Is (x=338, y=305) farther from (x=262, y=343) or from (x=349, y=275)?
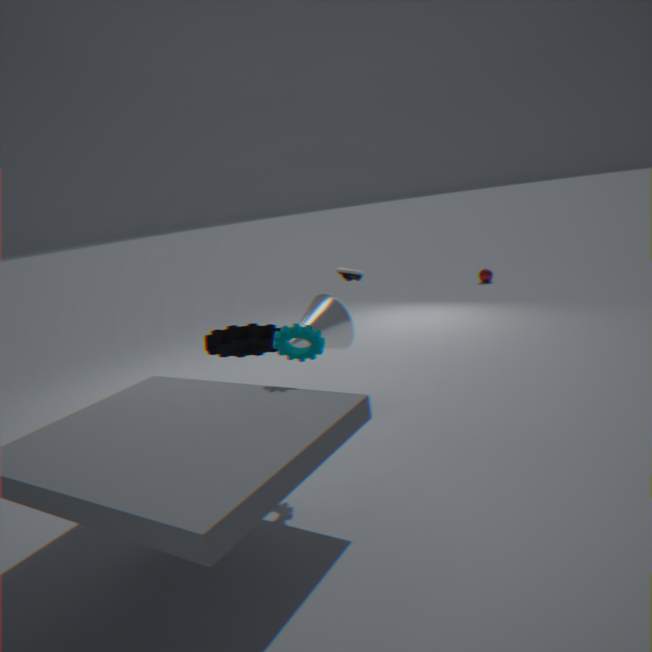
(x=262, y=343)
